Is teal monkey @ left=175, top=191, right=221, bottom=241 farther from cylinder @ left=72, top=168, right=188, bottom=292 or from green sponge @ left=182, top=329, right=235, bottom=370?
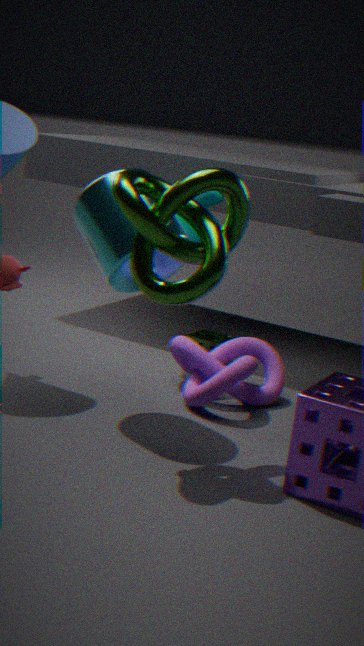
green sponge @ left=182, top=329, right=235, bottom=370
